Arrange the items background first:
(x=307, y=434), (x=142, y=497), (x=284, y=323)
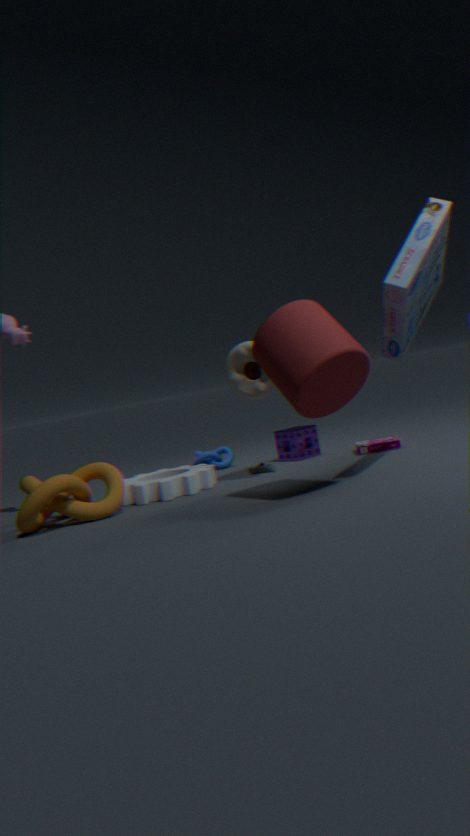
(x=307, y=434)
(x=142, y=497)
(x=284, y=323)
